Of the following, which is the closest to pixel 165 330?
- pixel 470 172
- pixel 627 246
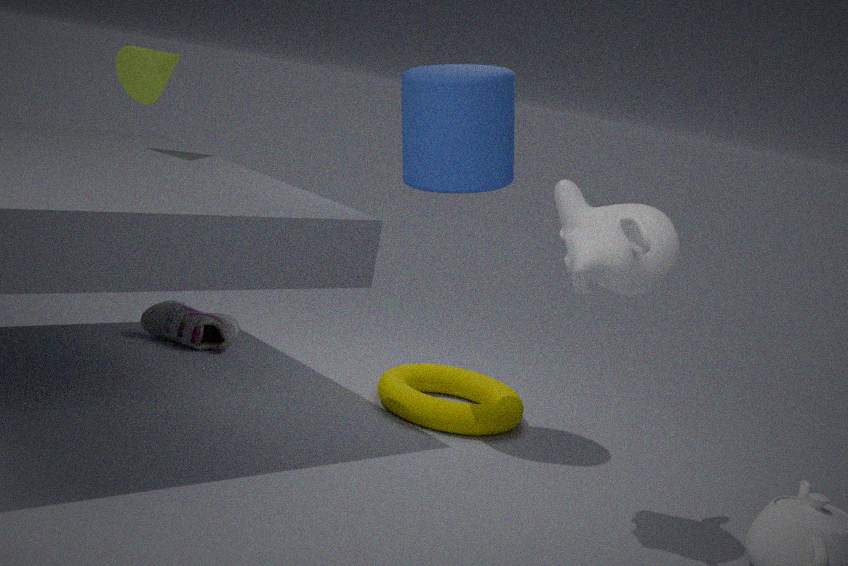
pixel 470 172
